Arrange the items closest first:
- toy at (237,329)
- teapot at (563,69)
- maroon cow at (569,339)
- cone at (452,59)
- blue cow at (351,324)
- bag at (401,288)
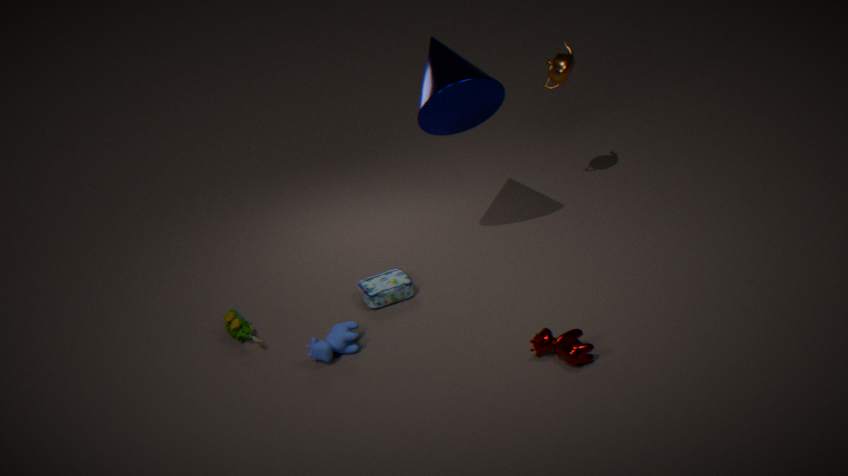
1. maroon cow at (569,339)
2. blue cow at (351,324)
3. cone at (452,59)
4. toy at (237,329)
5. bag at (401,288)
6. teapot at (563,69)
